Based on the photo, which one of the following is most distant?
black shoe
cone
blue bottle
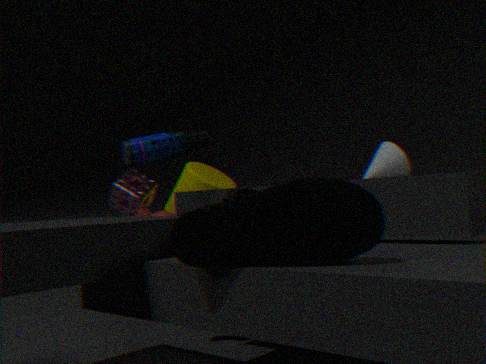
cone
